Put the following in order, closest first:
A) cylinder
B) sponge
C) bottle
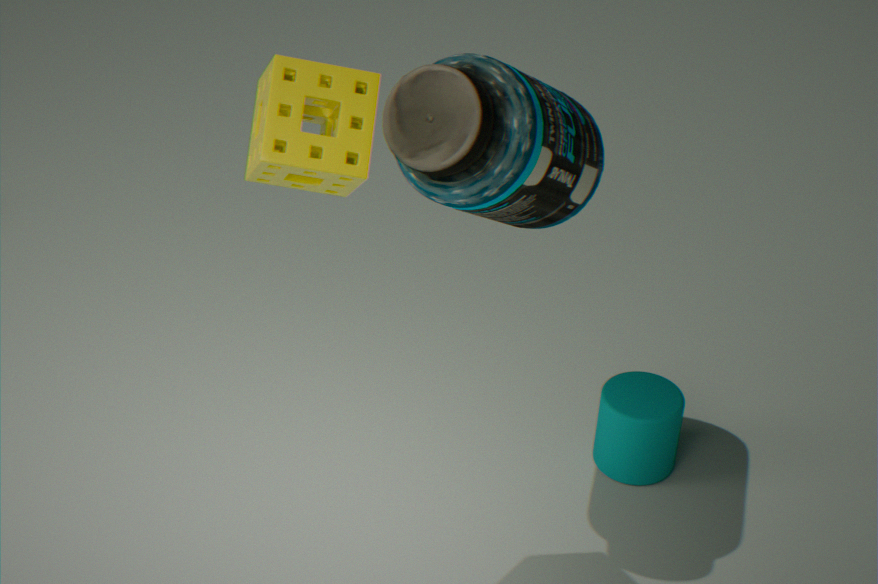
sponge → bottle → cylinder
